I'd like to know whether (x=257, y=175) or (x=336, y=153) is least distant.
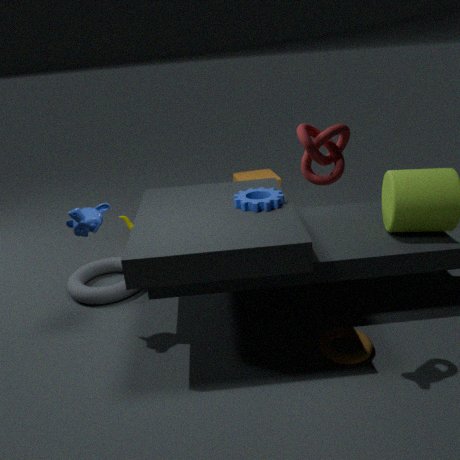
(x=336, y=153)
